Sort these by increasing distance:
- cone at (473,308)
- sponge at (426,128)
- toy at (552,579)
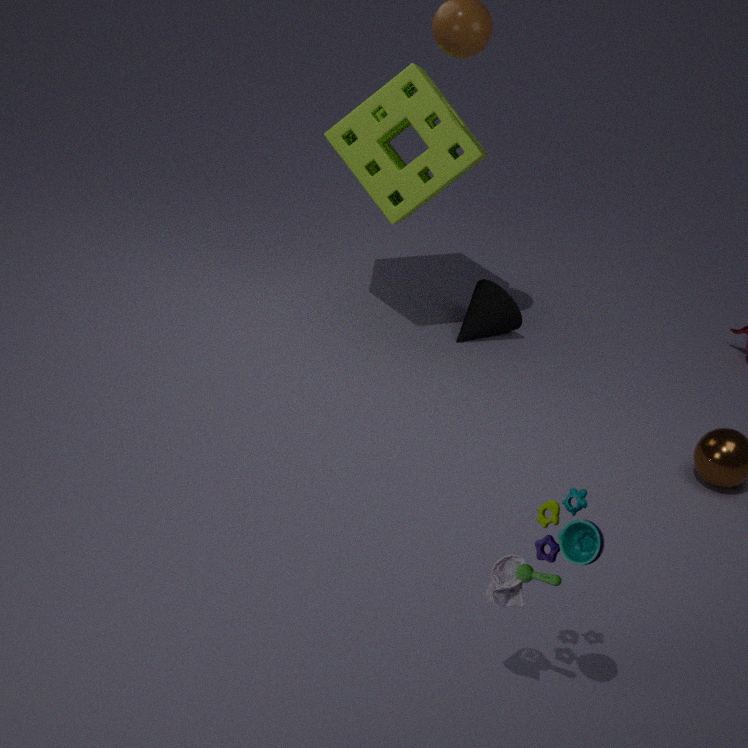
toy at (552,579) → sponge at (426,128) → cone at (473,308)
